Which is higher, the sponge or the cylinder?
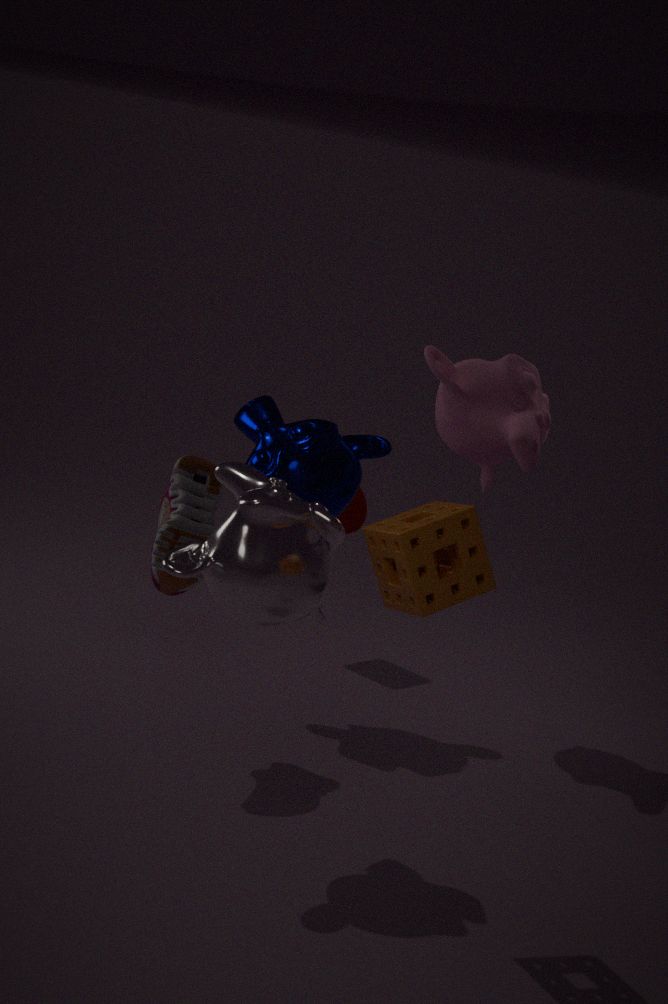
the sponge
